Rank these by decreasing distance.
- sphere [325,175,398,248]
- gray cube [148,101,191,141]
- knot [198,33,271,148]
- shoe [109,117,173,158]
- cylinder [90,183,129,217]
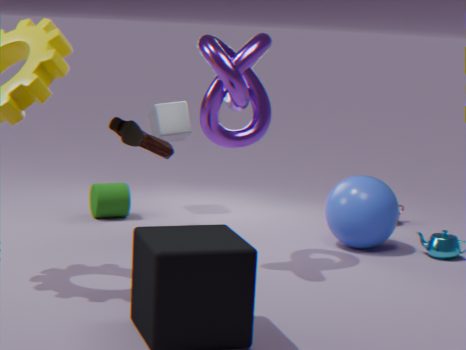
gray cube [148,101,191,141], cylinder [90,183,129,217], sphere [325,175,398,248], shoe [109,117,173,158], knot [198,33,271,148]
